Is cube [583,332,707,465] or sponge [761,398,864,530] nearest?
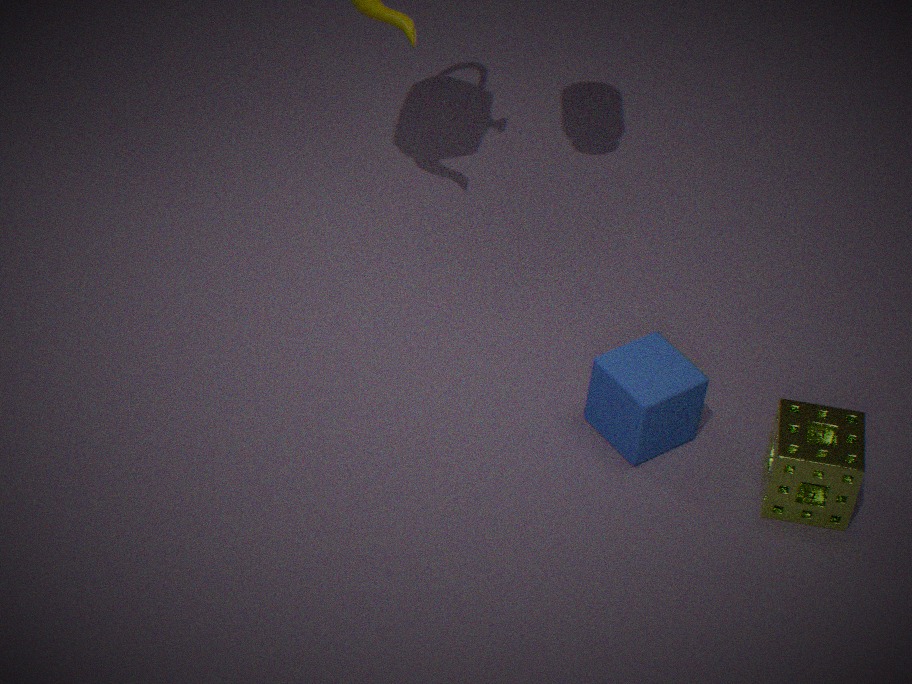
sponge [761,398,864,530]
